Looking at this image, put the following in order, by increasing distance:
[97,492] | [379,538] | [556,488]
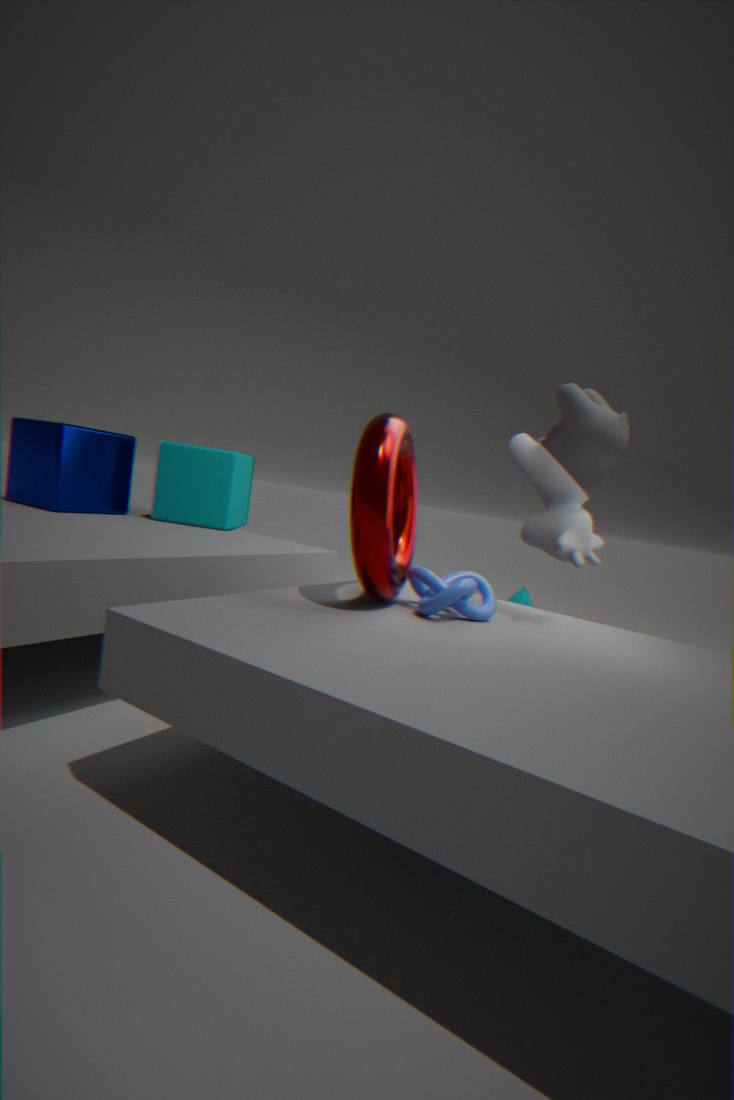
[379,538] → [556,488] → [97,492]
